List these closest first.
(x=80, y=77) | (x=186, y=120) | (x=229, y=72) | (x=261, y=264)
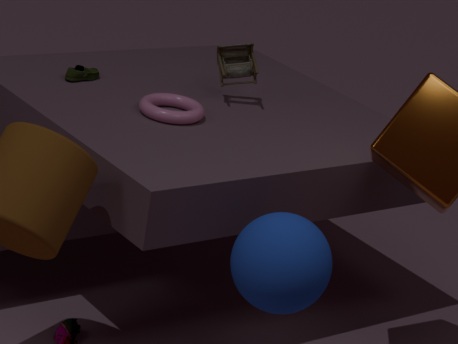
(x=261, y=264)
(x=186, y=120)
(x=229, y=72)
(x=80, y=77)
